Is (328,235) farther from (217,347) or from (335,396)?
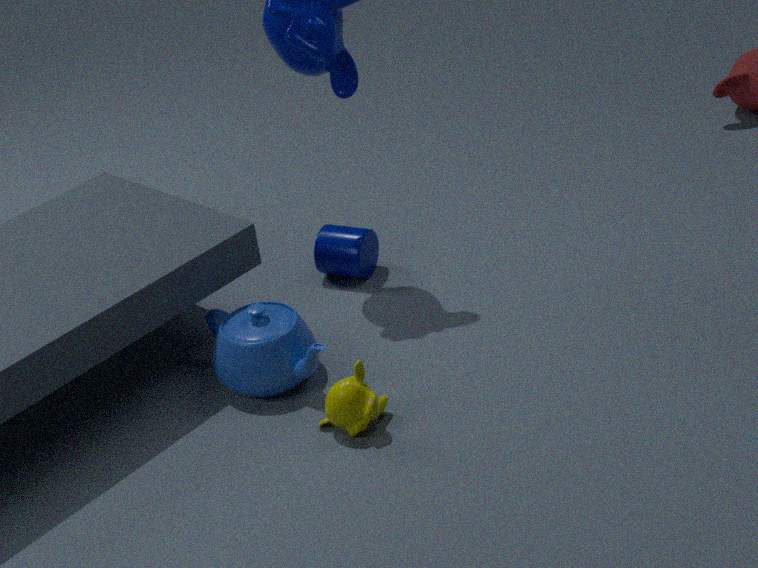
(335,396)
